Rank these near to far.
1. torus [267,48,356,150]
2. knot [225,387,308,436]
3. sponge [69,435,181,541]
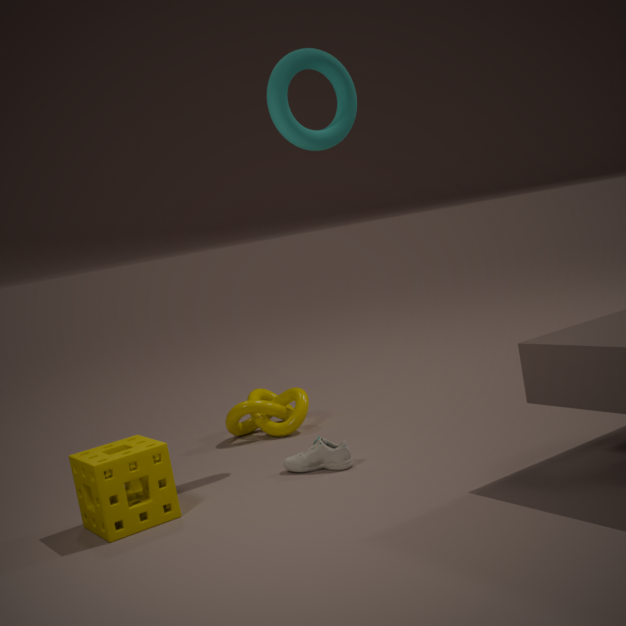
sponge [69,435,181,541]
torus [267,48,356,150]
knot [225,387,308,436]
